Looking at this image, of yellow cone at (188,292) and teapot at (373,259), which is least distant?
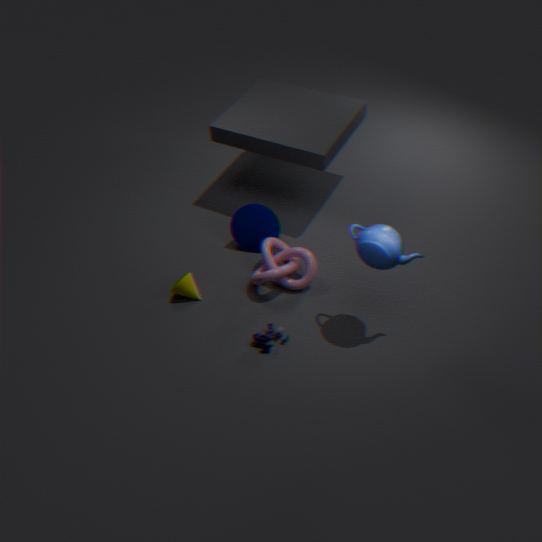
teapot at (373,259)
